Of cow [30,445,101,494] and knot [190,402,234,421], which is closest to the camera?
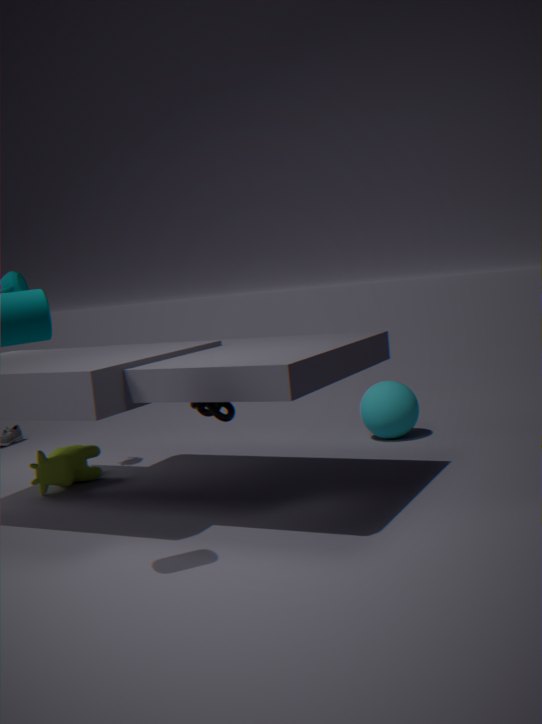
knot [190,402,234,421]
